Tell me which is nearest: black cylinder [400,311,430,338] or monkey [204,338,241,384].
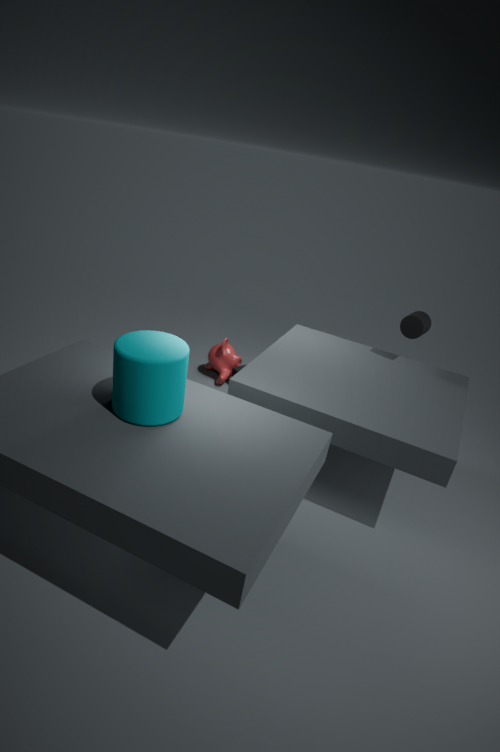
black cylinder [400,311,430,338]
